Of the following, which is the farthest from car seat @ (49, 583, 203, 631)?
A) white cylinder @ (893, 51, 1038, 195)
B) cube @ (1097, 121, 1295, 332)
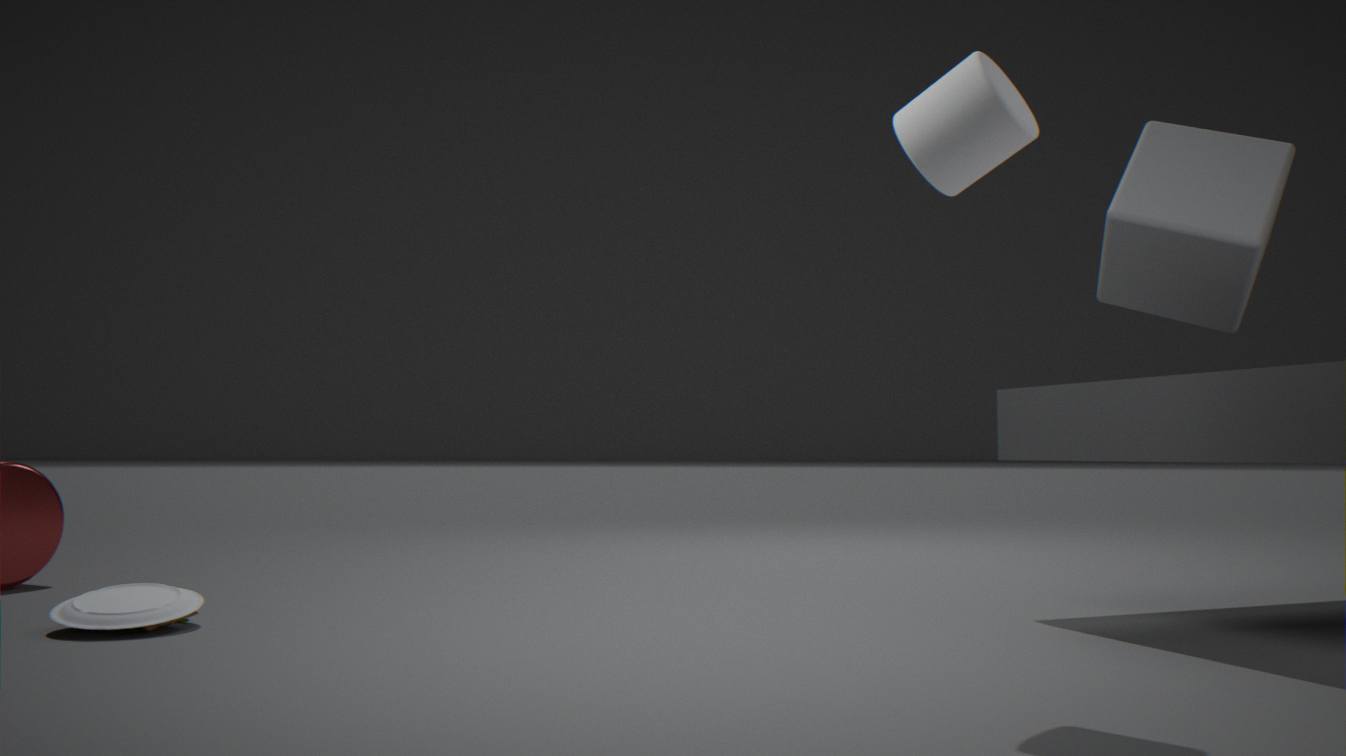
cube @ (1097, 121, 1295, 332)
